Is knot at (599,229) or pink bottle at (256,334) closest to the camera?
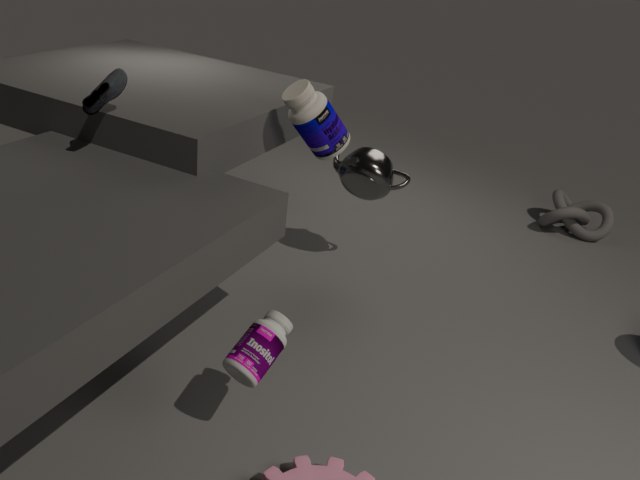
pink bottle at (256,334)
